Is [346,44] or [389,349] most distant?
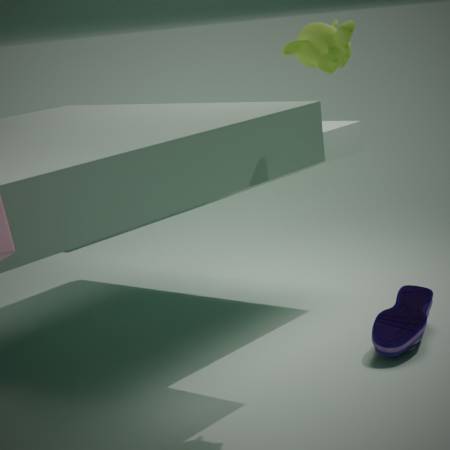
[389,349]
